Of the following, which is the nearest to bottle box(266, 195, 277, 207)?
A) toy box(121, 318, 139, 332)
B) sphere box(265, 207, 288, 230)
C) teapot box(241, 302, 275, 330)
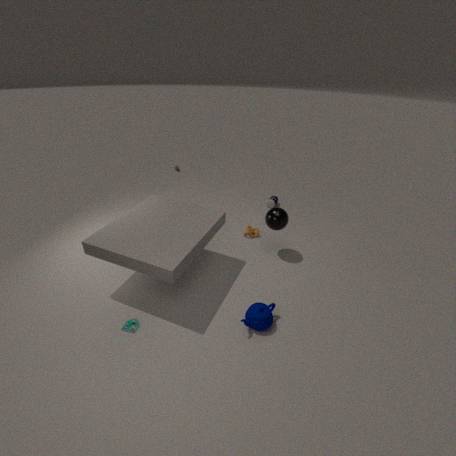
sphere box(265, 207, 288, 230)
